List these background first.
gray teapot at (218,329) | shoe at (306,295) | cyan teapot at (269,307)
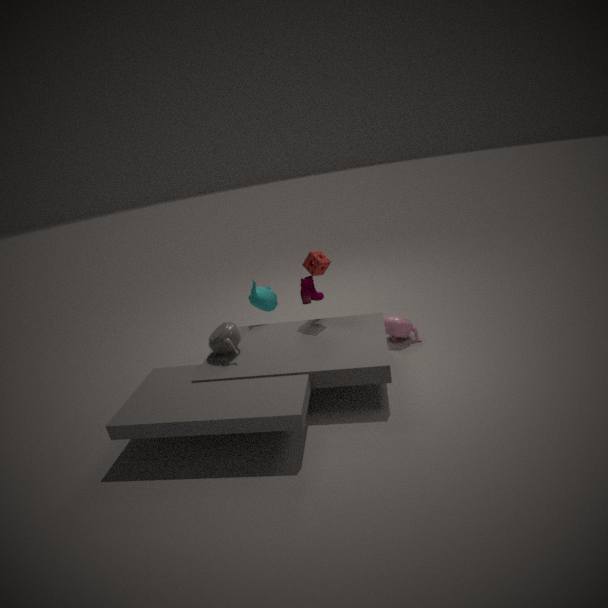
1. cyan teapot at (269,307)
2. shoe at (306,295)
3. gray teapot at (218,329)
